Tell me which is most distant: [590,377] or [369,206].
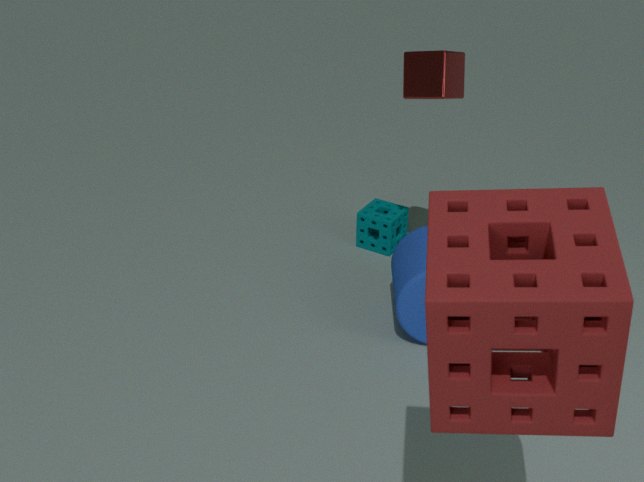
[369,206]
